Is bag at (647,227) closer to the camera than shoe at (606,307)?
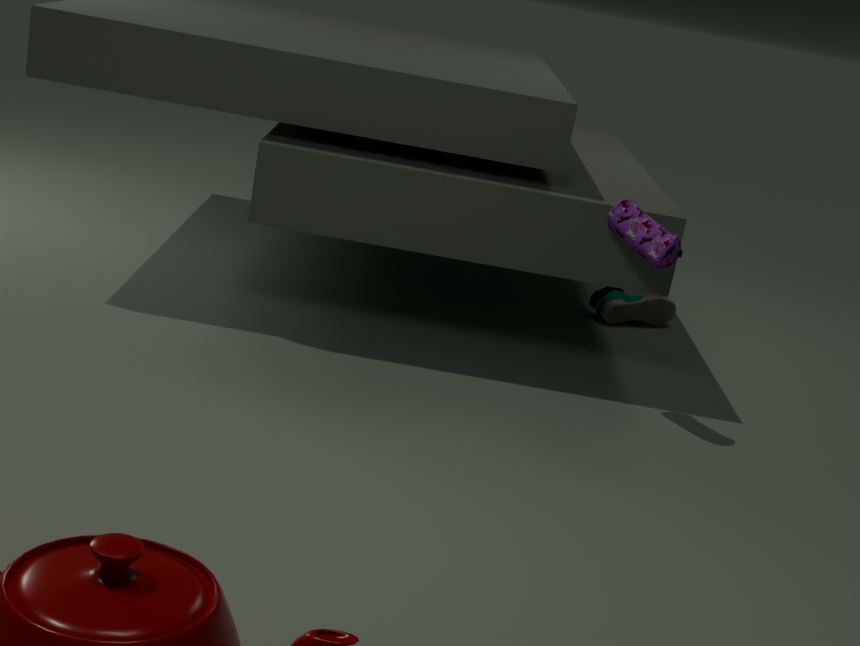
Yes
